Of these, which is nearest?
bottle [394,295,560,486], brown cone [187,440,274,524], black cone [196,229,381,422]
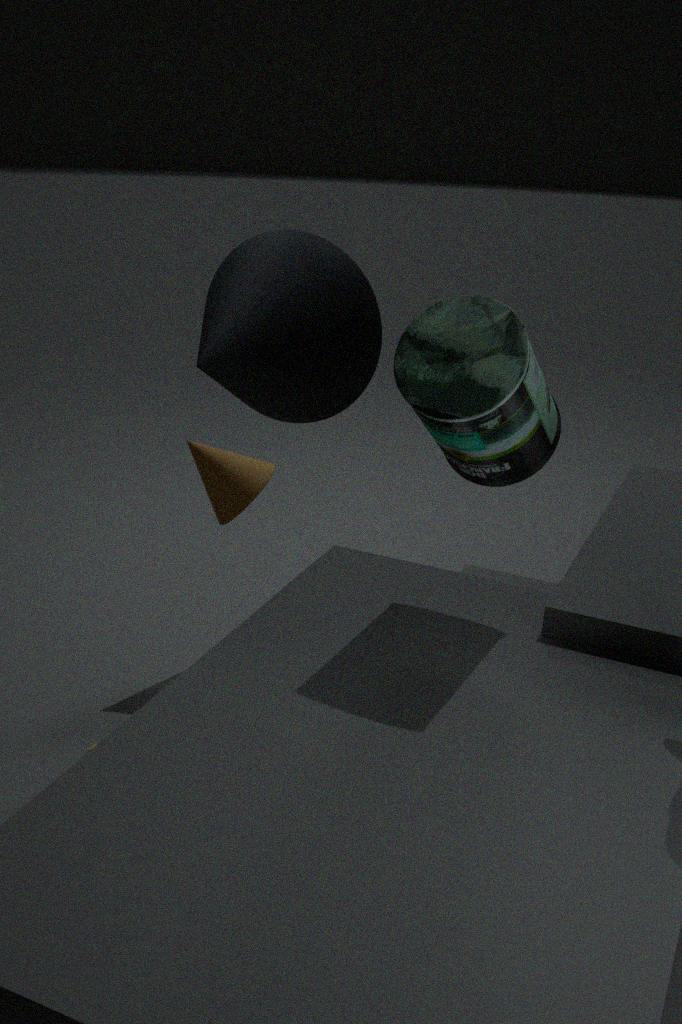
bottle [394,295,560,486]
